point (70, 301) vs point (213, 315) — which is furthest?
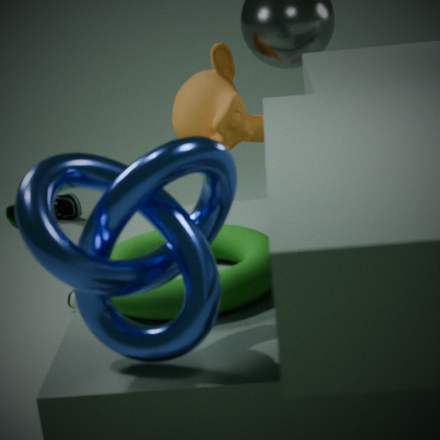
point (70, 301)
